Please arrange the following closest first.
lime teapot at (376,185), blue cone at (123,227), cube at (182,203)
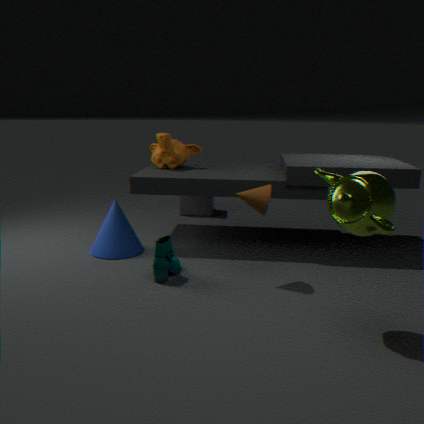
lime teapot at (376,185) < blue cone at (123,227) < cube at (182,203)
